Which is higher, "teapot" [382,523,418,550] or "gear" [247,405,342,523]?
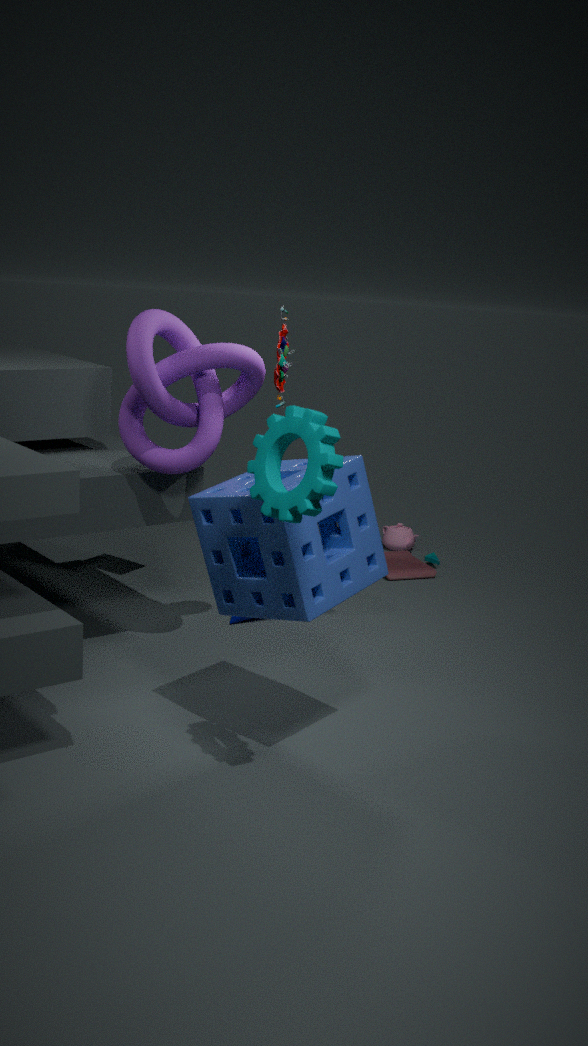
"gear" [247,405,342,523]
